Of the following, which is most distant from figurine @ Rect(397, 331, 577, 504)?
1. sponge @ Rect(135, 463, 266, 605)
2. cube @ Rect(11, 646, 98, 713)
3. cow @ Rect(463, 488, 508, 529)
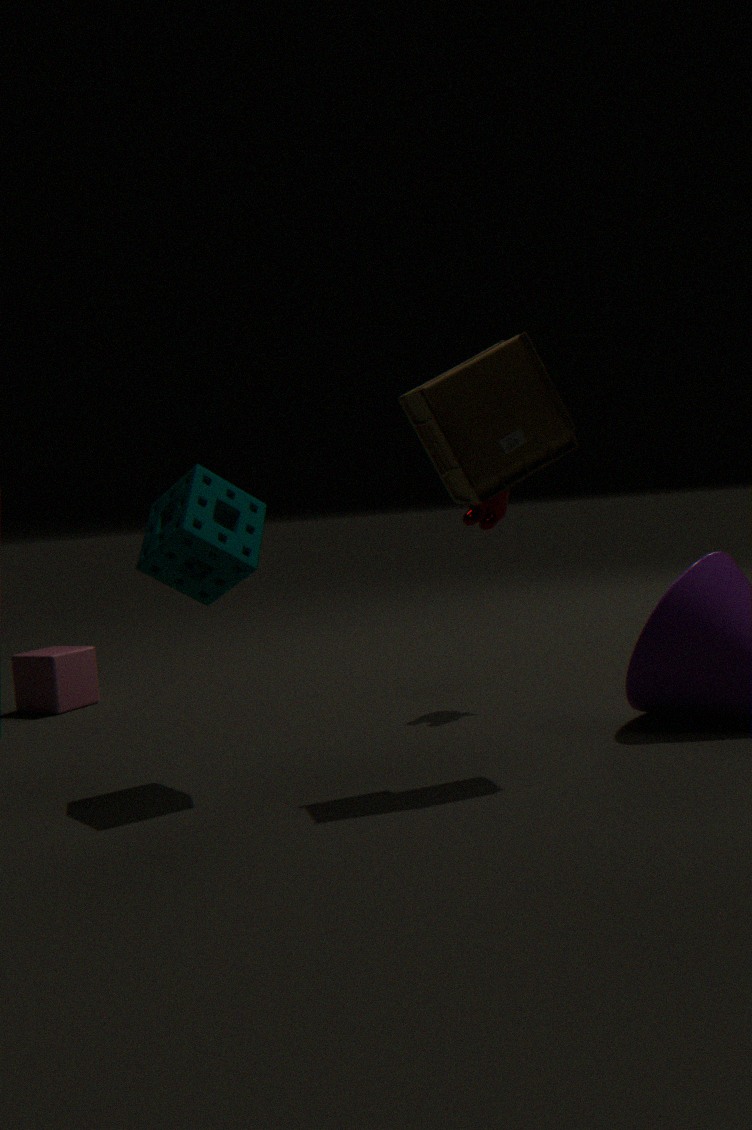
cube @ Rect(11, 646, 98, 713)
